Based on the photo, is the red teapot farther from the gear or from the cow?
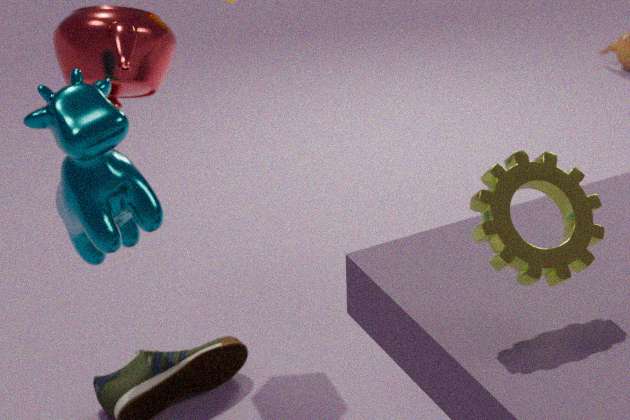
the gear
